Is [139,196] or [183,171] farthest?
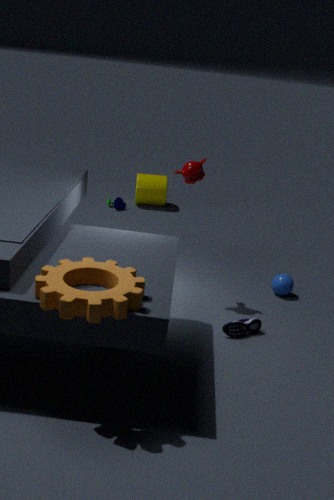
[139,196]
